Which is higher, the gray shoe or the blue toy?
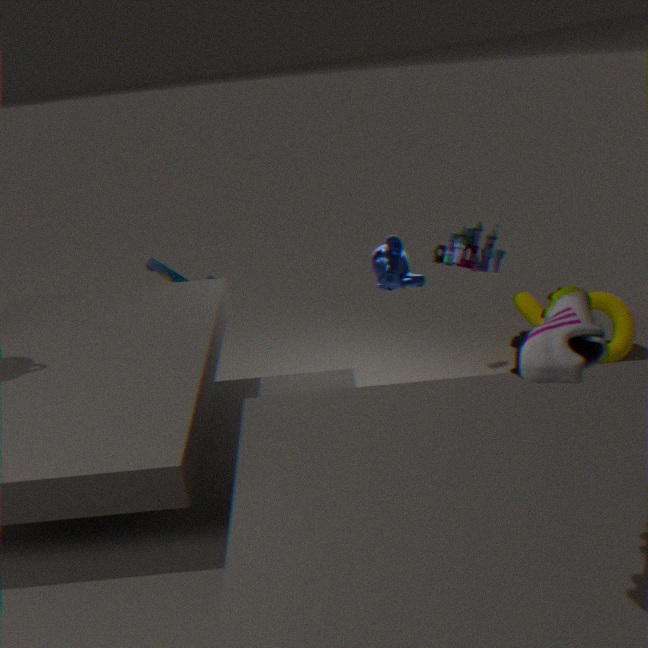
the gray shoe
